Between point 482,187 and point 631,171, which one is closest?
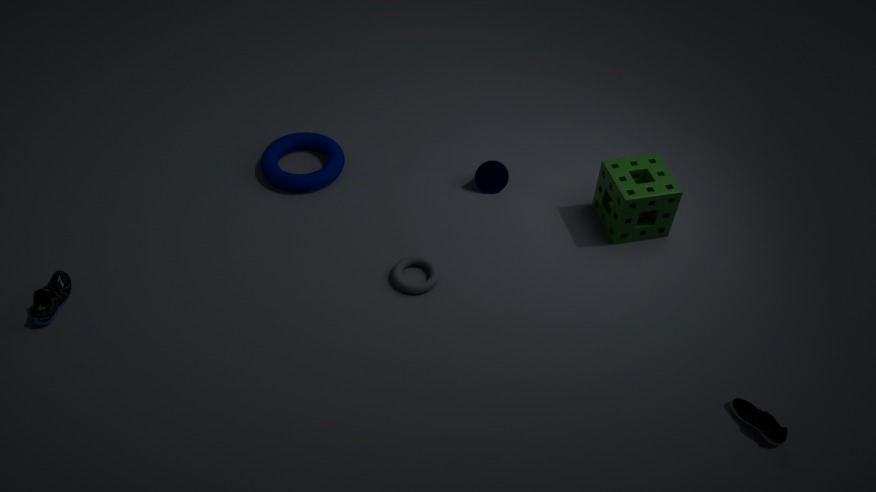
point 631,171
